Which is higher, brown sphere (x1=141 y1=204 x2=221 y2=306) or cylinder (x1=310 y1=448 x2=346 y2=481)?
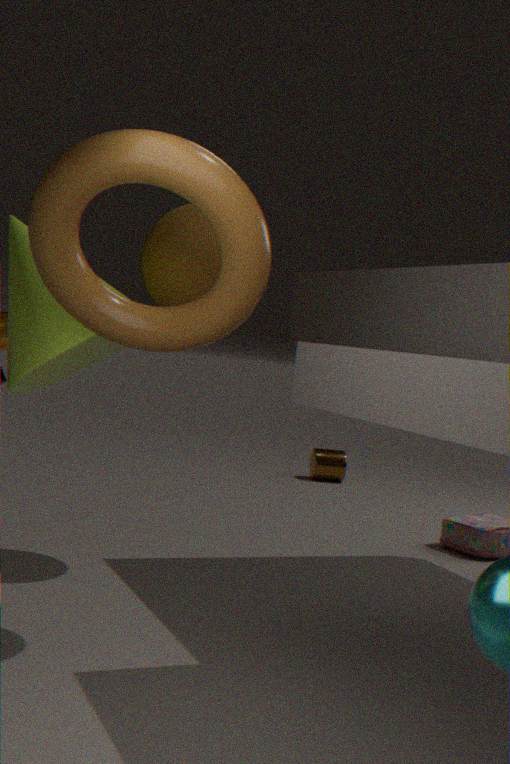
brown sphere (x1=141 y1=204 x2=221 y2=306)
